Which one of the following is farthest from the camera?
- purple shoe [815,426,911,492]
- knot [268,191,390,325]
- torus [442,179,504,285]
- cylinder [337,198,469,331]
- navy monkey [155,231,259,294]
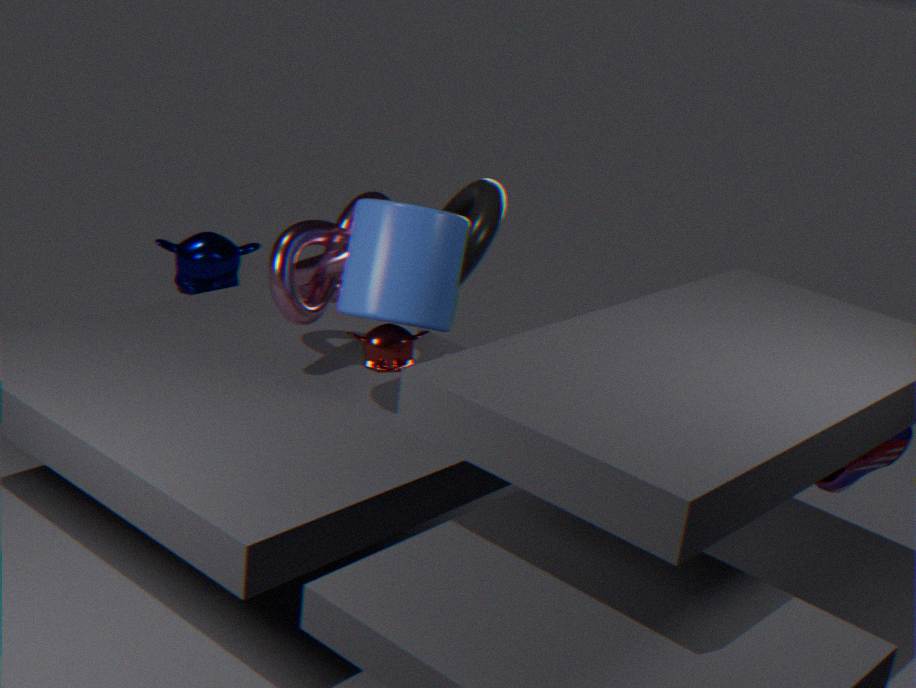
navy monkey [155,231,259,294]
